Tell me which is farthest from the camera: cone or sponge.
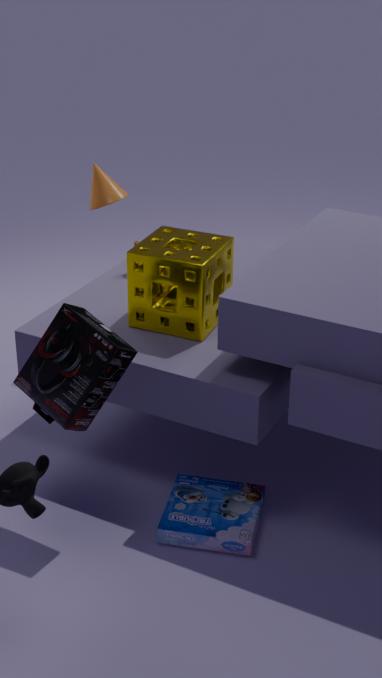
→ cone
